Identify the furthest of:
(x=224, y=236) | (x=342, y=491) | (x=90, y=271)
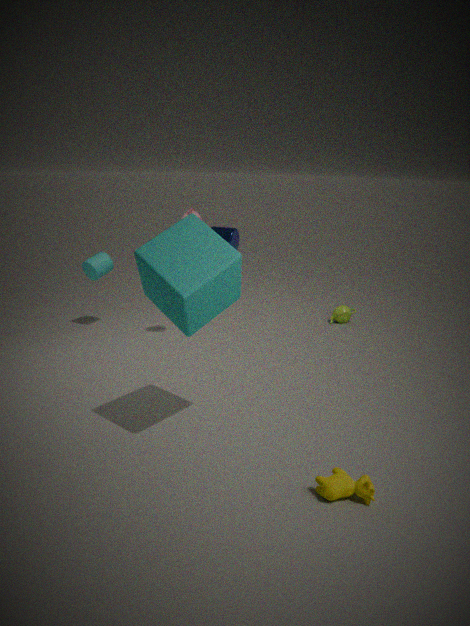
(x=224, y=236)
